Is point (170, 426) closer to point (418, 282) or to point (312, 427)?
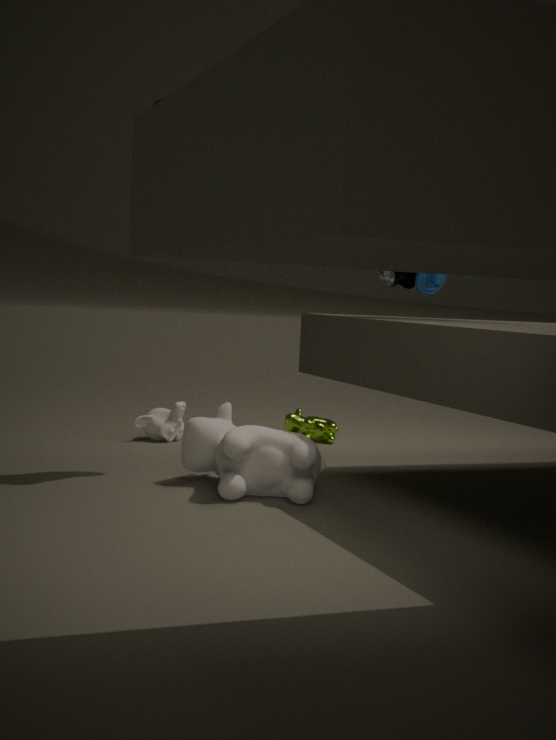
point (312, 427)
